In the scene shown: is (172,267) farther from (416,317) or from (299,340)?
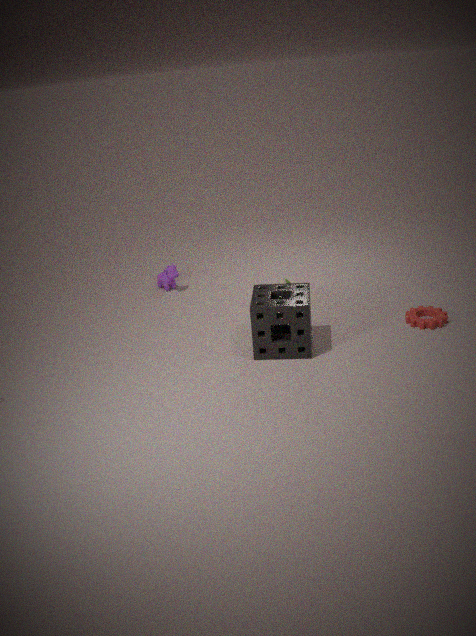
(416,317)
